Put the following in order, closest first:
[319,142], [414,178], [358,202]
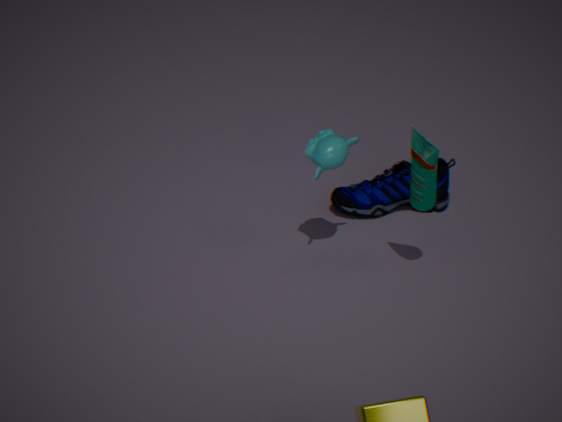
[414,178]
[319,142]
[358,202]
